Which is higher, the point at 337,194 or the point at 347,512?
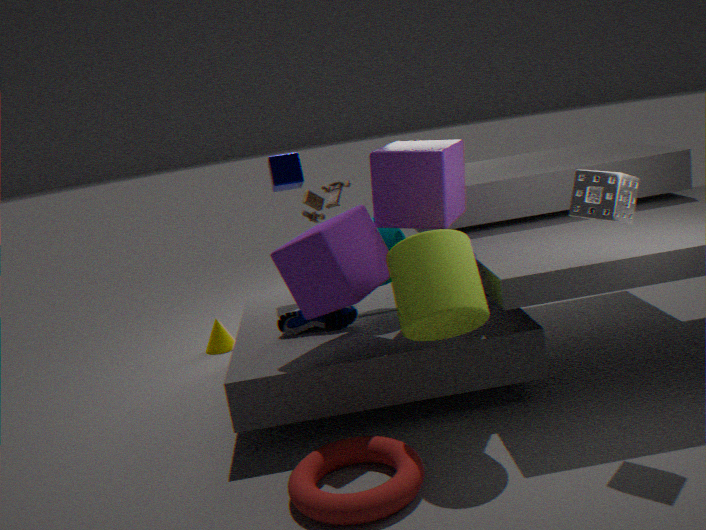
the point at 337,194
